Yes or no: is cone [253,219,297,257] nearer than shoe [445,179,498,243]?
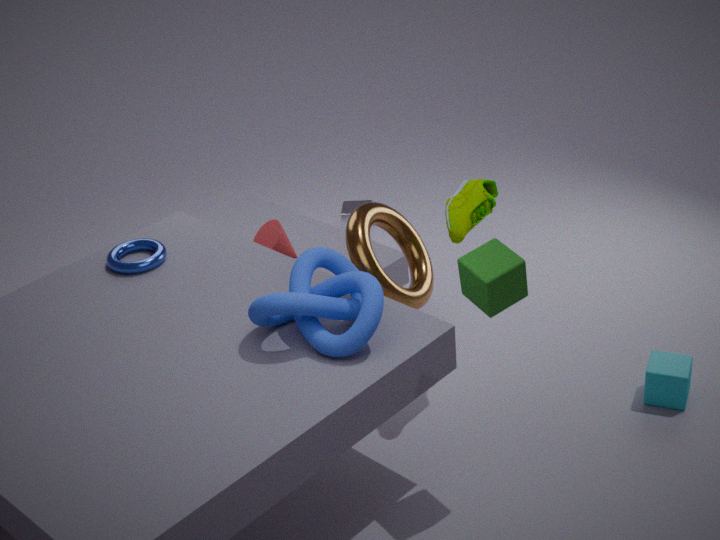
No
